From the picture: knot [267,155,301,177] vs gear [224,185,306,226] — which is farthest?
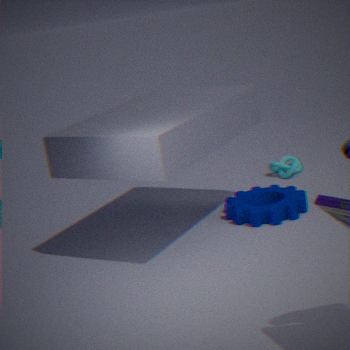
knot [267,155,301,177]
